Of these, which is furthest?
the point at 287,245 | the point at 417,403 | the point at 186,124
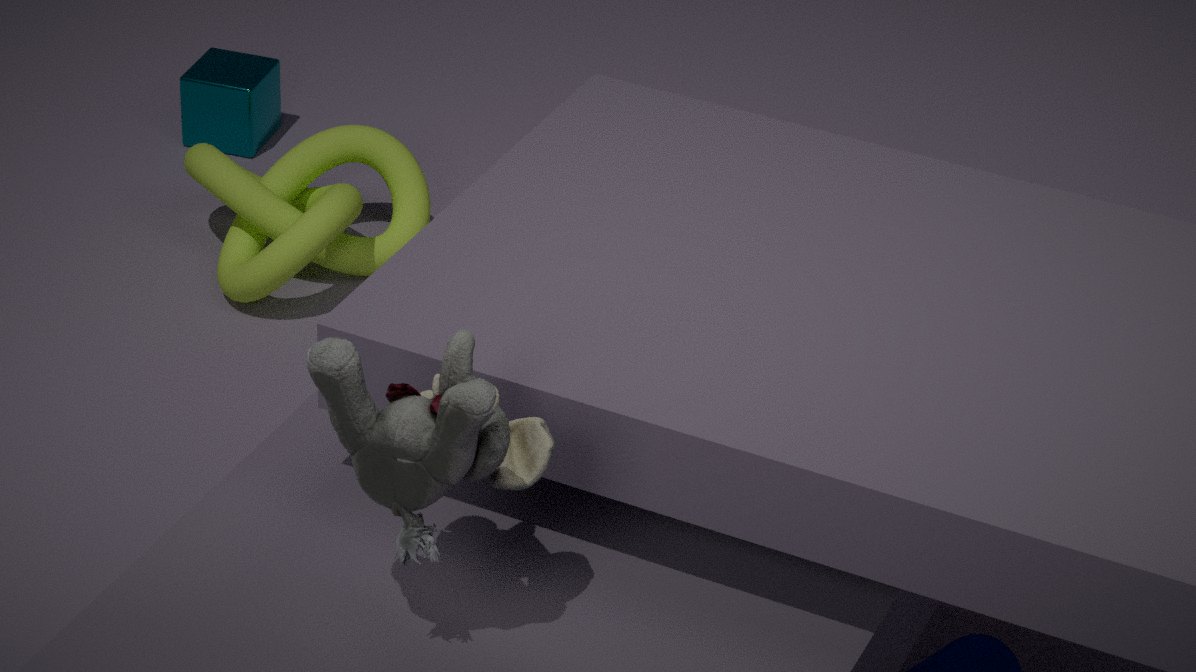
→ the point at 186,124
